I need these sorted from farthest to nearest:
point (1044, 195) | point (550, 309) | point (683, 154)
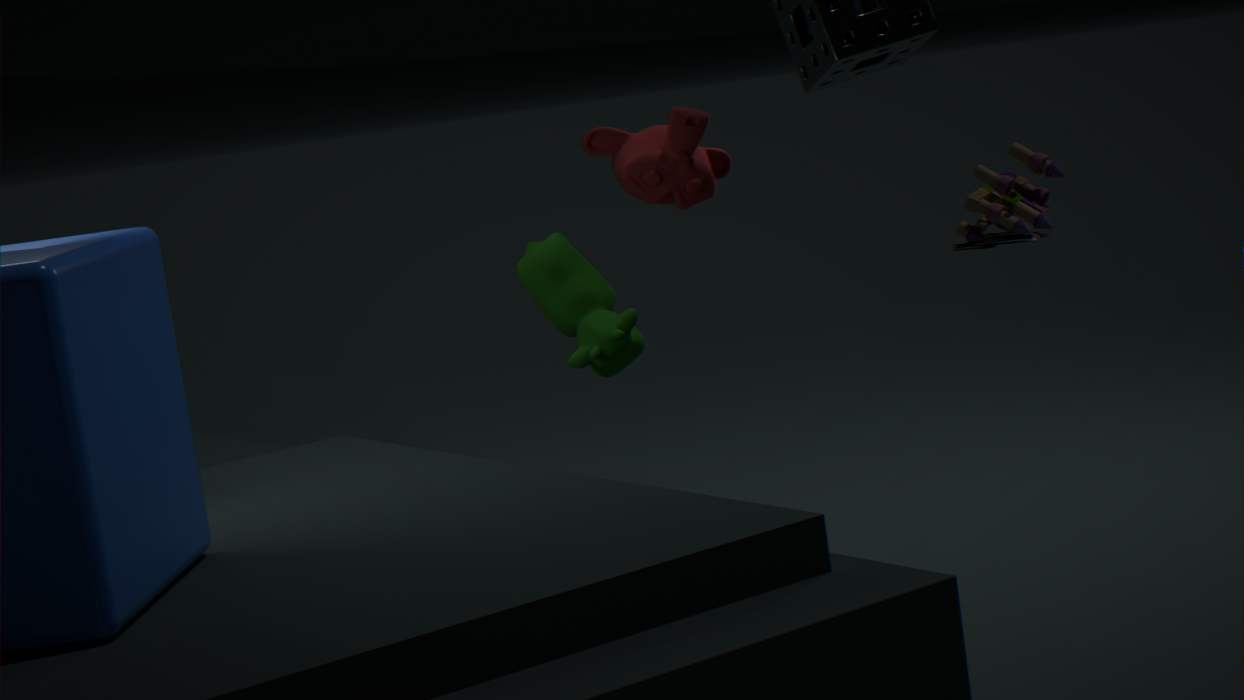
1. point (1044, 195)
2. point (683, 154)
3. point (550, 309)
